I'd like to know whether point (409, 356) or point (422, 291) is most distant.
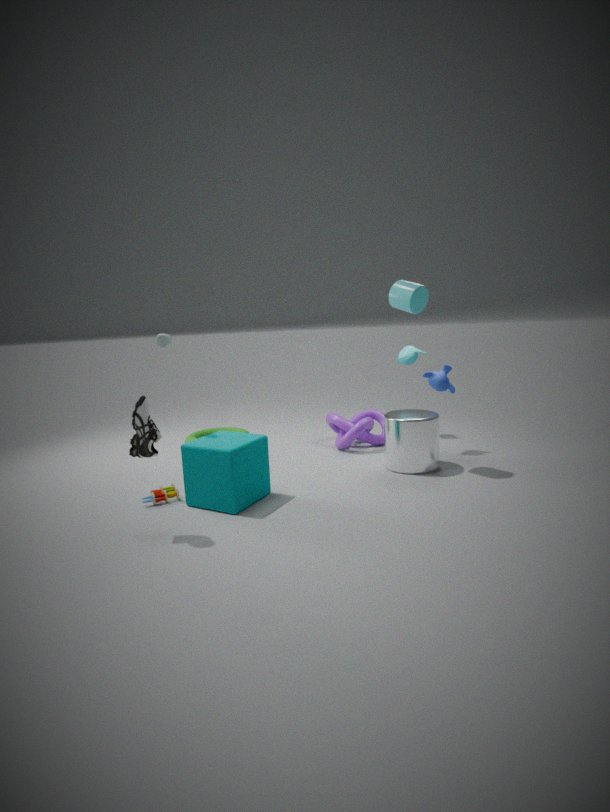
point (409, 356)
